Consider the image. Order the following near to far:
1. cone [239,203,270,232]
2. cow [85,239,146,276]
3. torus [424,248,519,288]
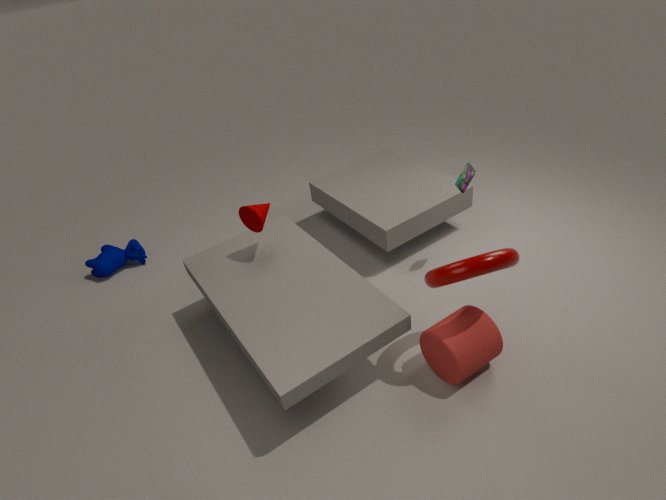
torus [424,248,519,288] → cone [239,203,270,232] → cow [85,239,146,276]
